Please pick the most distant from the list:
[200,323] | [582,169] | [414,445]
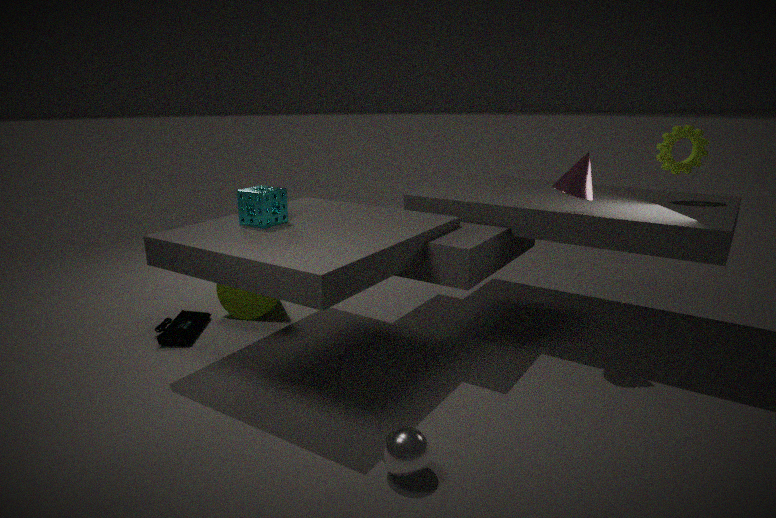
[200,323]
